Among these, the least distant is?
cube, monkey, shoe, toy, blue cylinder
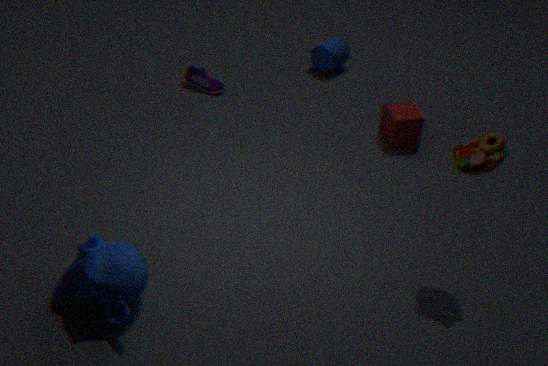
monkey
